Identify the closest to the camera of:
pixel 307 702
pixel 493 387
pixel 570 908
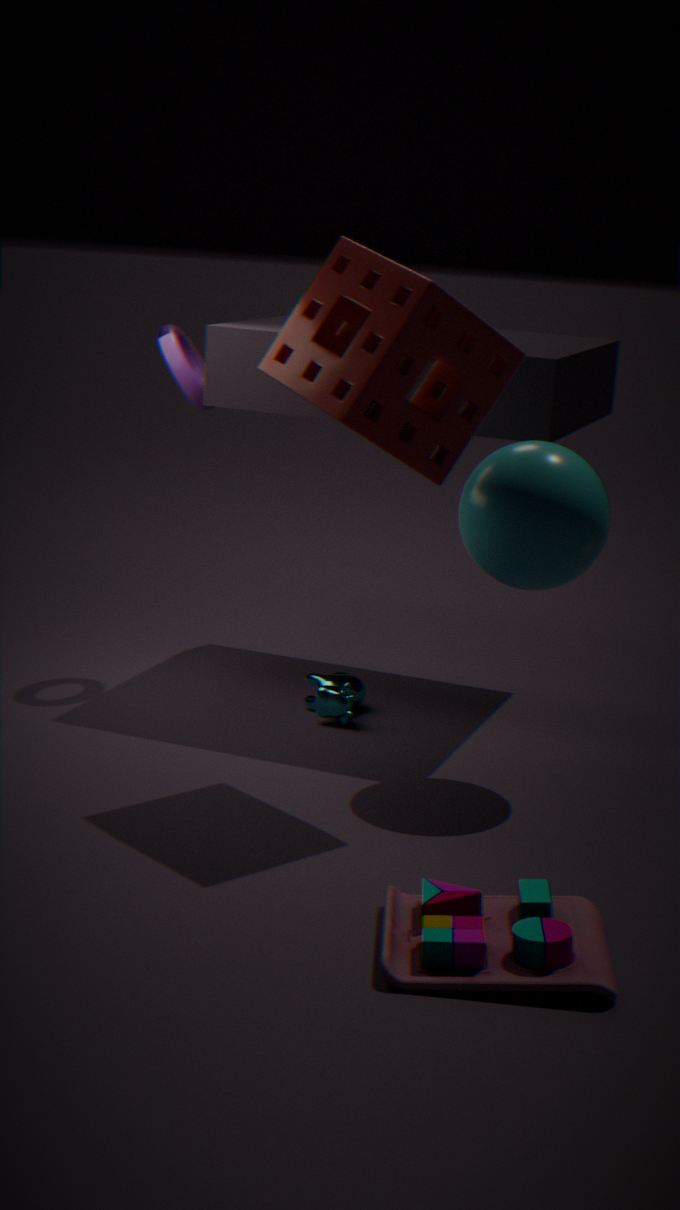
pixel 570 908
